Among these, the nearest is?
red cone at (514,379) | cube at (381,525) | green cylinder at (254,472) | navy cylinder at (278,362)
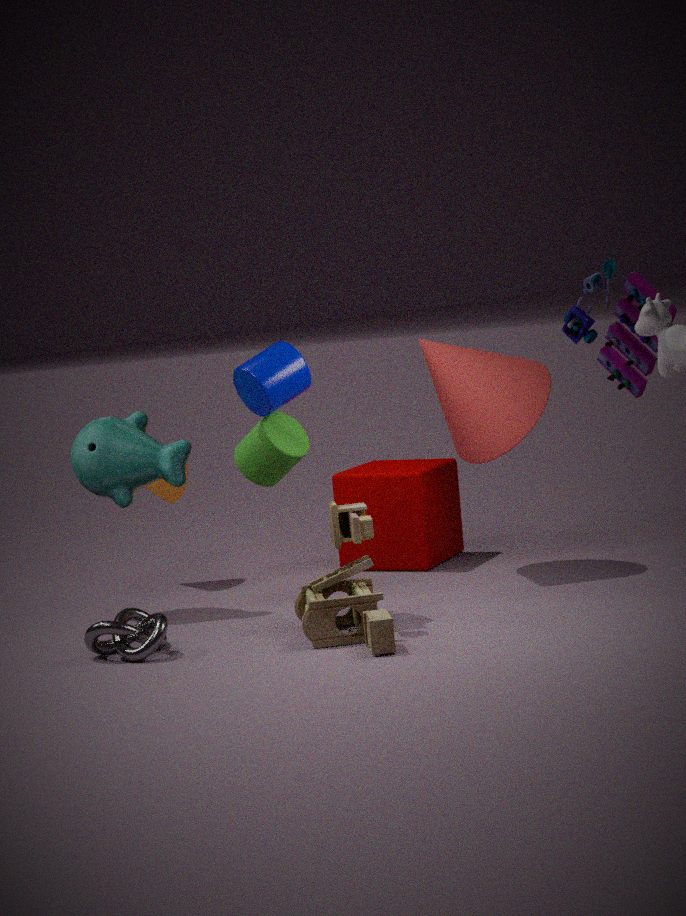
navy cylinder at (278,362)
